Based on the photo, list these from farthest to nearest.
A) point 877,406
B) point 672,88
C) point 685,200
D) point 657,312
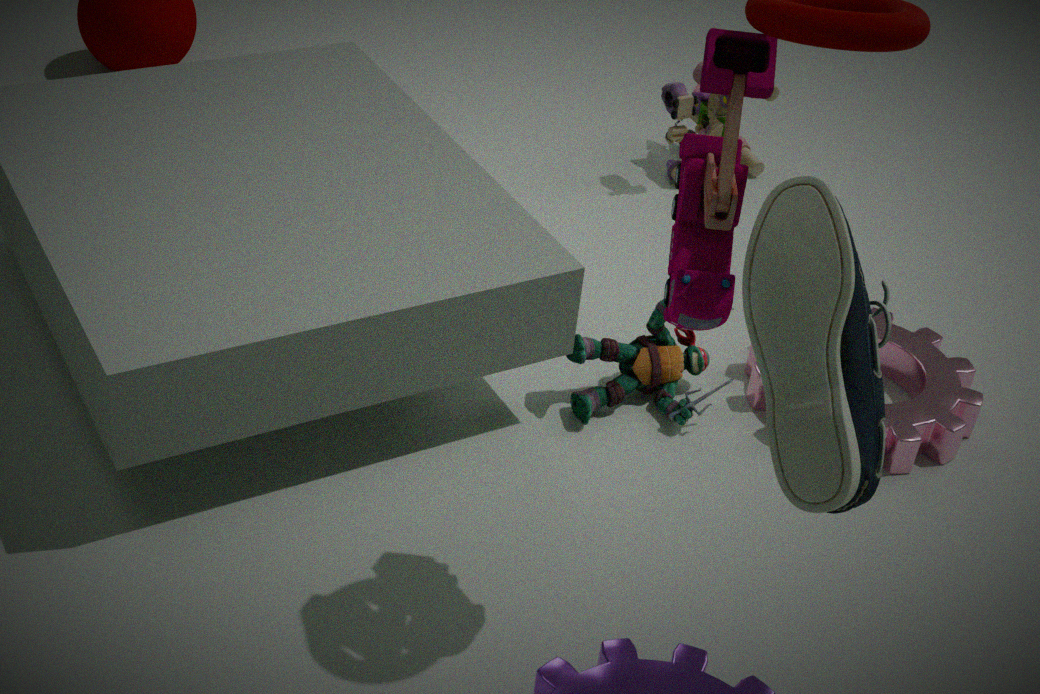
point 672,88, point 657,312, point 685,200, point 877,406
